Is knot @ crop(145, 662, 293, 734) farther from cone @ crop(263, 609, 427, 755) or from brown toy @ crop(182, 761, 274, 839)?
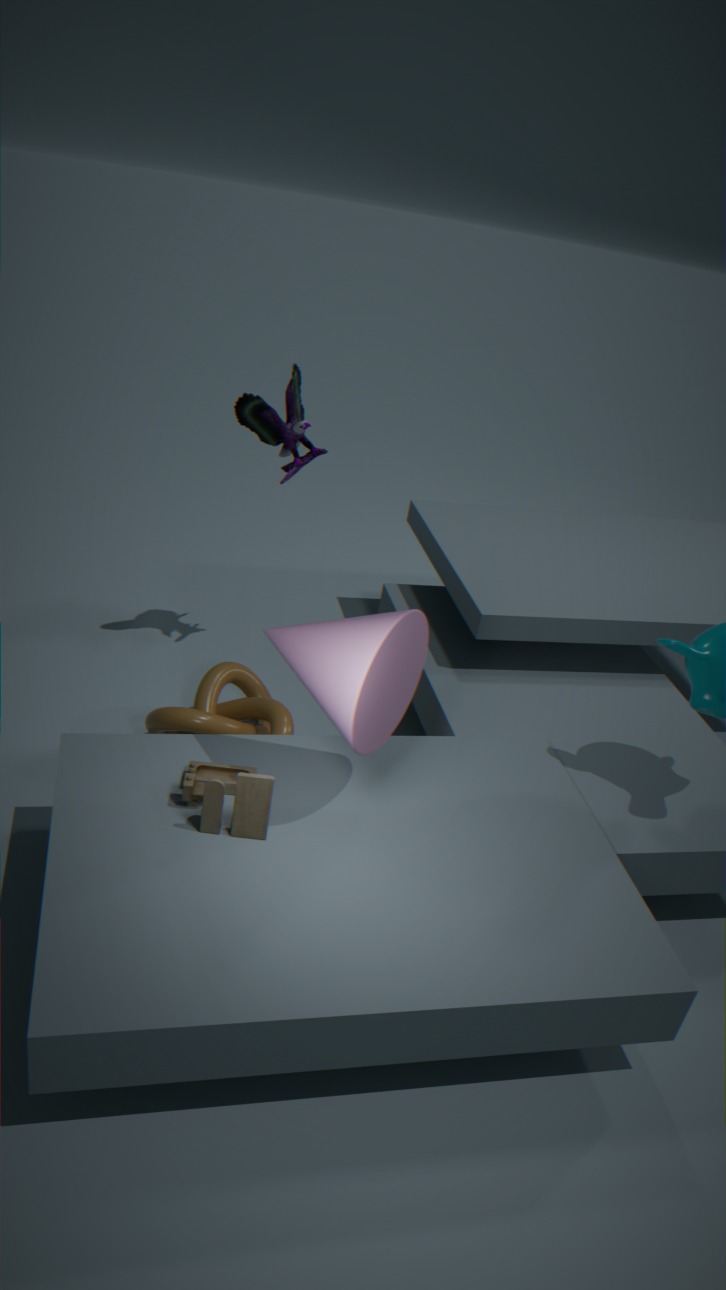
cone @ crop(263, 609, 427, 755)
